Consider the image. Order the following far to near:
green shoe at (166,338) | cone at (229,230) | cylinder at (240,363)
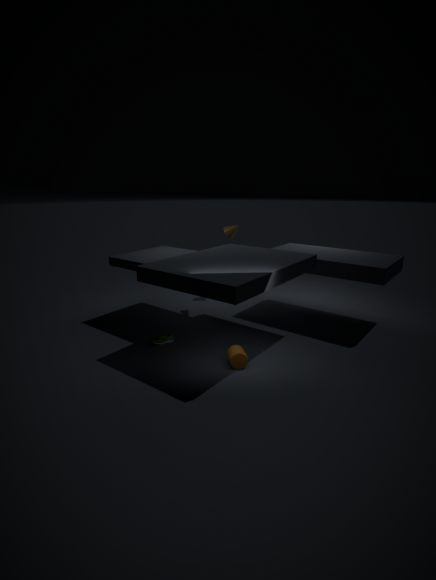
1. cone at (229,230)
2. green shoe at (166,338)
3. cylinder at (240,363)
